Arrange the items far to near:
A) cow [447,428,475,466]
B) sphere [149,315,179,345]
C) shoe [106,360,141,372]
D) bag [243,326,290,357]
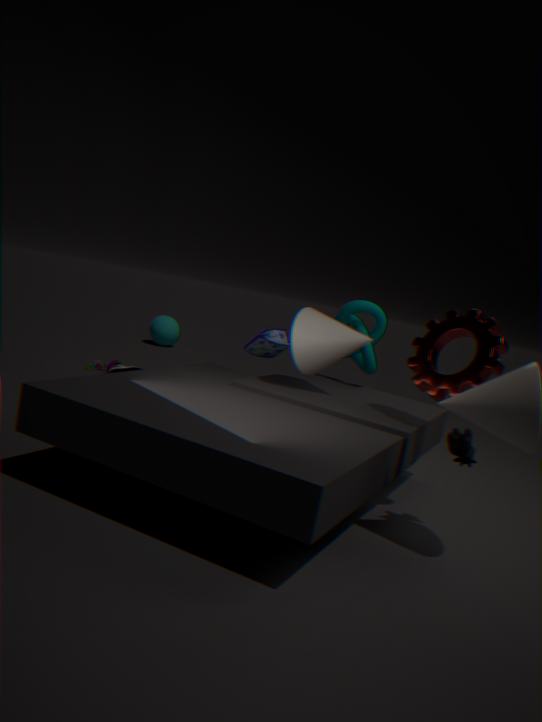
sphere [149,315,179,345] → shoe [106,360,141,372] → bag [243,326,290,357] → cow [447,428,475,466]
